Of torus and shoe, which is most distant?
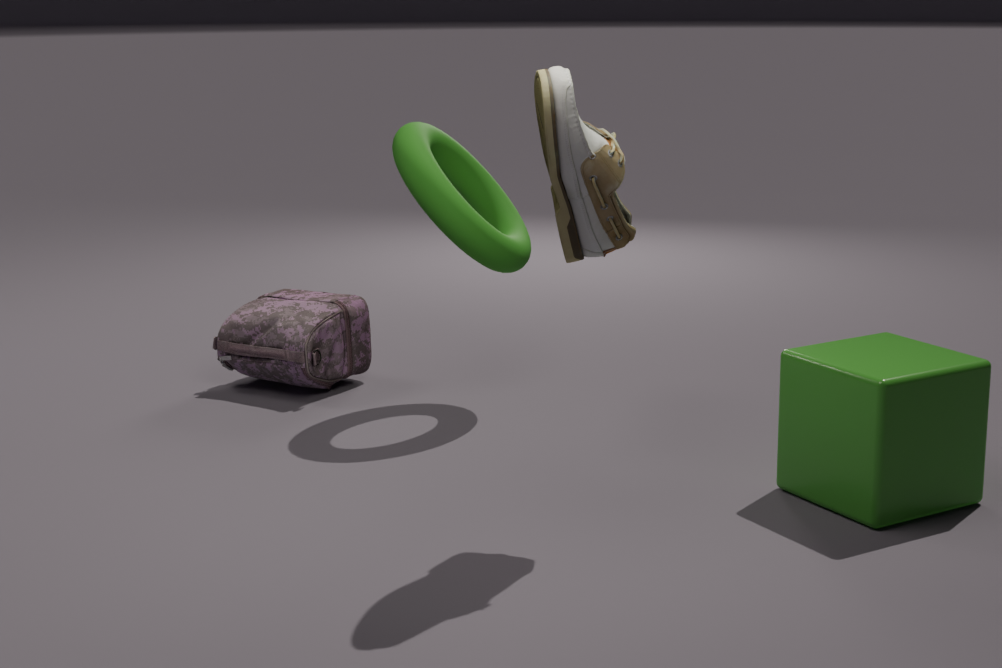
torus
